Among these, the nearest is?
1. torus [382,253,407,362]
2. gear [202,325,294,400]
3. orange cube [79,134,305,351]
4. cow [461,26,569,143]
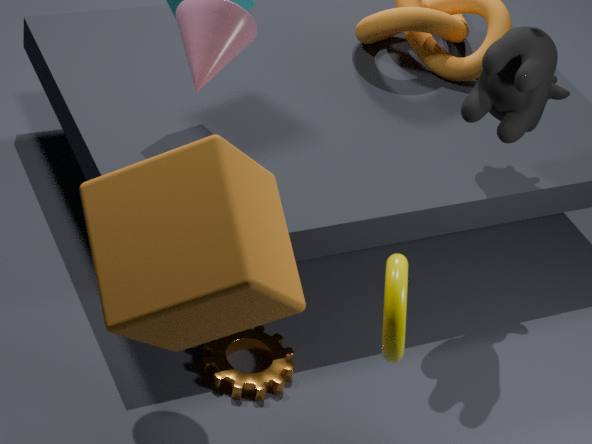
orange cube [79,134,305,351]
